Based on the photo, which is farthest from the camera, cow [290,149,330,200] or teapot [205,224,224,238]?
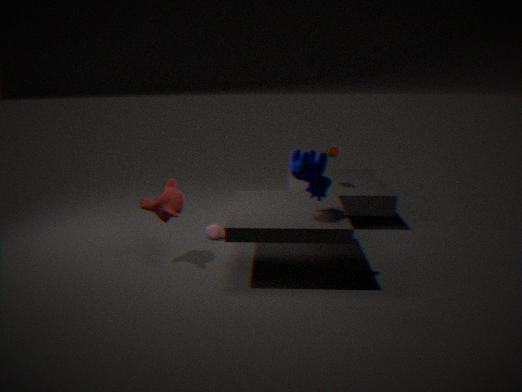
teapot [205,224,224,238]
